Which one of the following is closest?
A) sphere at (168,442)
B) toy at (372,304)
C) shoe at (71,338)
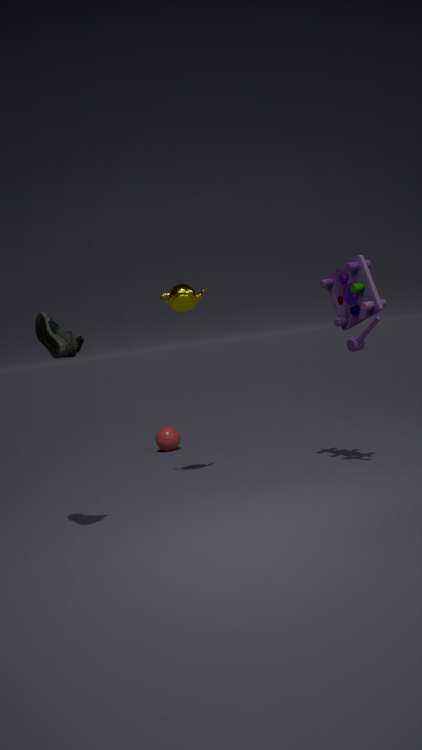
shoe at (71,338)
